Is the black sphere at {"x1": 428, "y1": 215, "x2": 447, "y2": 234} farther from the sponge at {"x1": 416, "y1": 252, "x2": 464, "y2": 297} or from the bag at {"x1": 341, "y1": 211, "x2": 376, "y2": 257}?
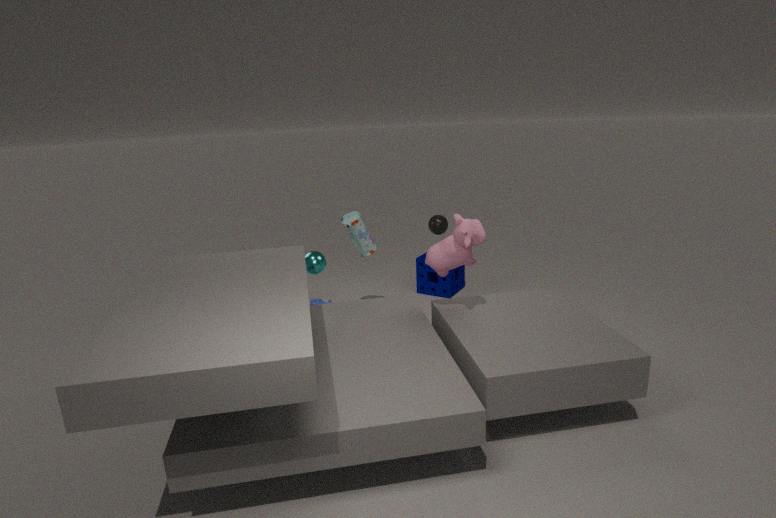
the bag at {"x1": 341, "y1": 211, "x2": 376, "y2": 257}
